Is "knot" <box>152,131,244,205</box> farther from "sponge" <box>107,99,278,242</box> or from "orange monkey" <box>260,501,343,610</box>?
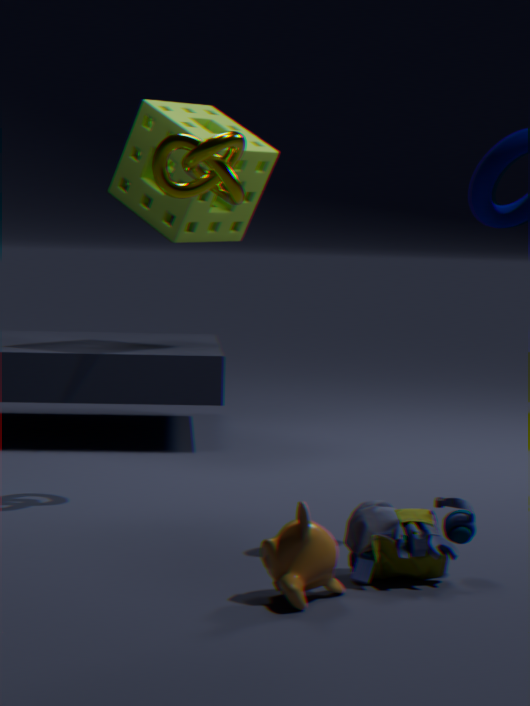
"orange monkey" <box>260,501,343,610</box>
